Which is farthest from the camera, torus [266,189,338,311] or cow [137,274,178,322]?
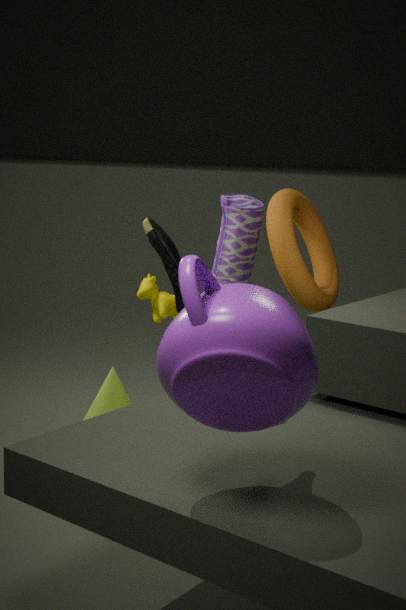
cow [137,274,178,322]
